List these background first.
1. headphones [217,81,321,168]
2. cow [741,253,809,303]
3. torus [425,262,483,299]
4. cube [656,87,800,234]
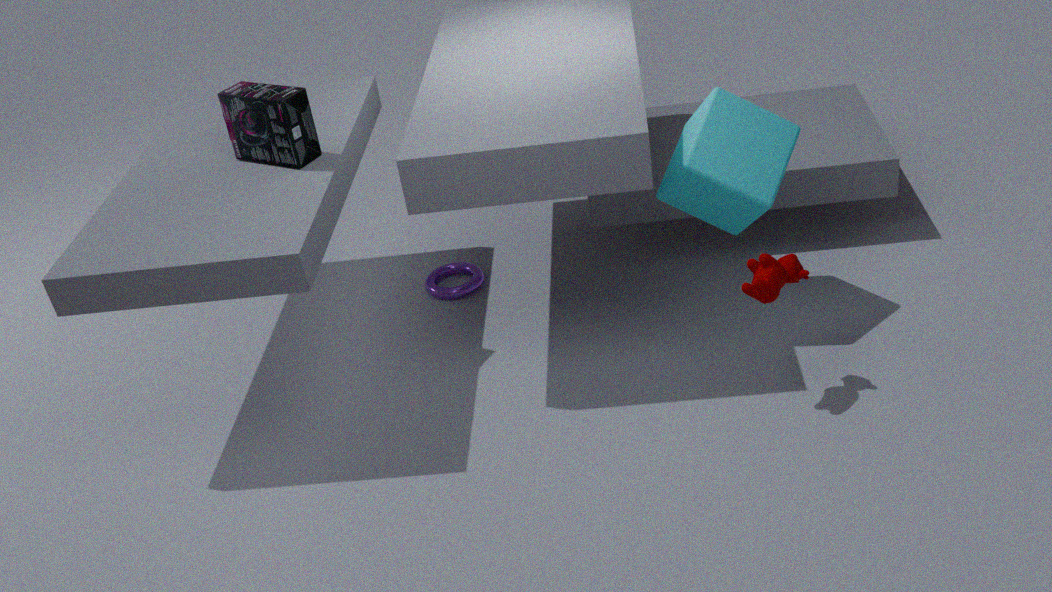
torus [425,262,483,299]
headphones [217,81,321,168]
cube [656,87,800,234]
cow [741,253,809,303]
